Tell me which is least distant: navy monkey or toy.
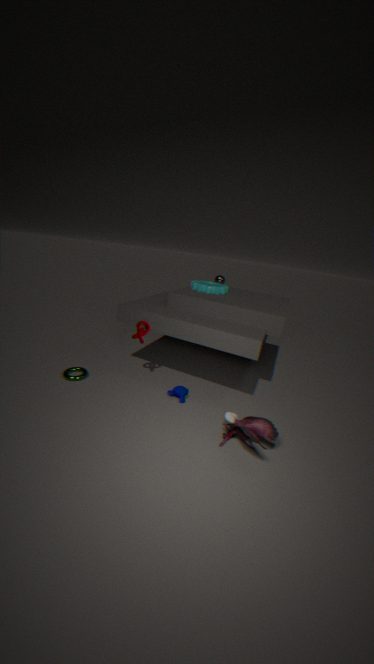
toy
